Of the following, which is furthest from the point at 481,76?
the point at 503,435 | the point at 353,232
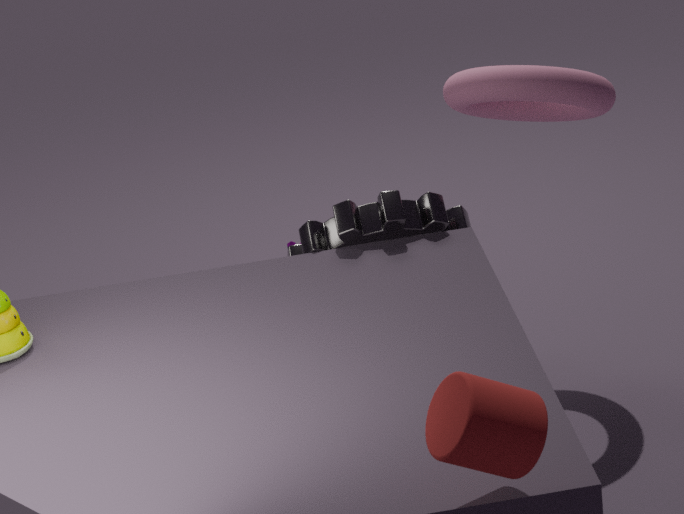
the point at 503,435
